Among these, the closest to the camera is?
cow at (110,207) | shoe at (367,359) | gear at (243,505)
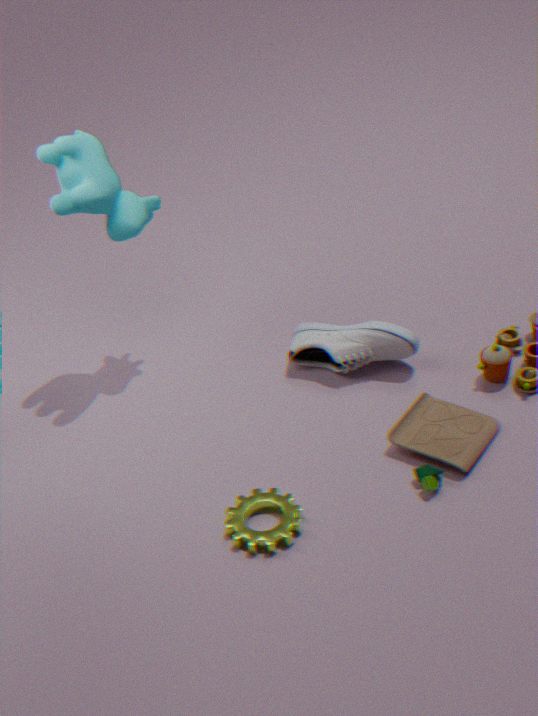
gear at (243,505)
